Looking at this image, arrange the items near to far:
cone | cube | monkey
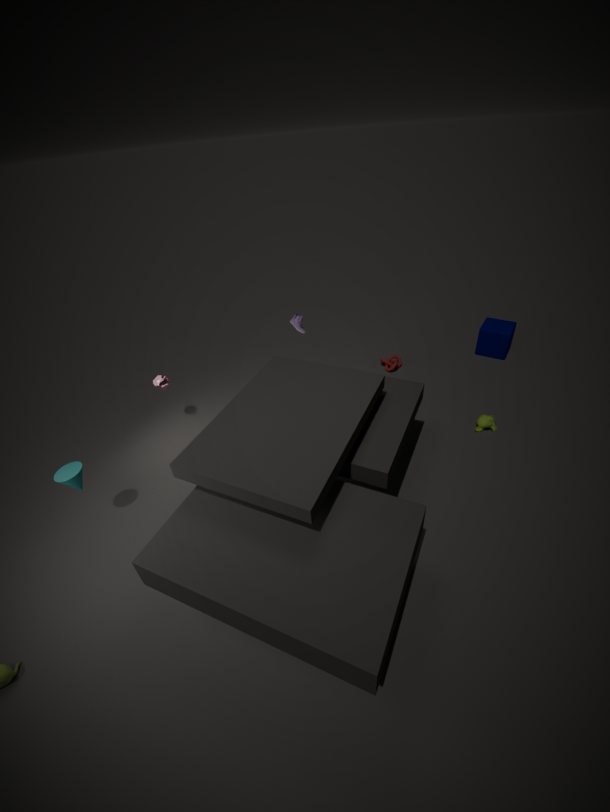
cone, monkey, cube
